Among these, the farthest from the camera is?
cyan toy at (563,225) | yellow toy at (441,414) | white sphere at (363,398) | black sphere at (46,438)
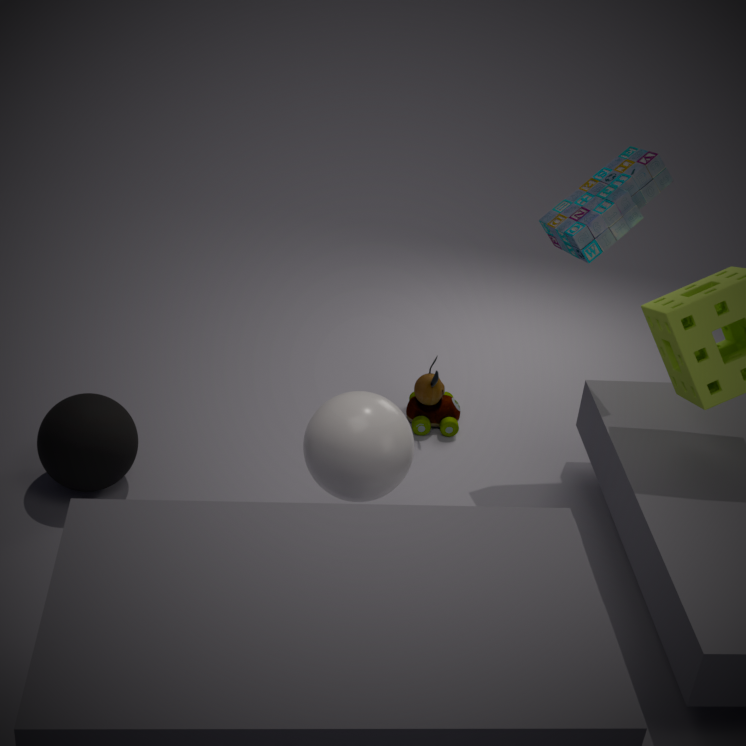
yellow toy at (441,414)
